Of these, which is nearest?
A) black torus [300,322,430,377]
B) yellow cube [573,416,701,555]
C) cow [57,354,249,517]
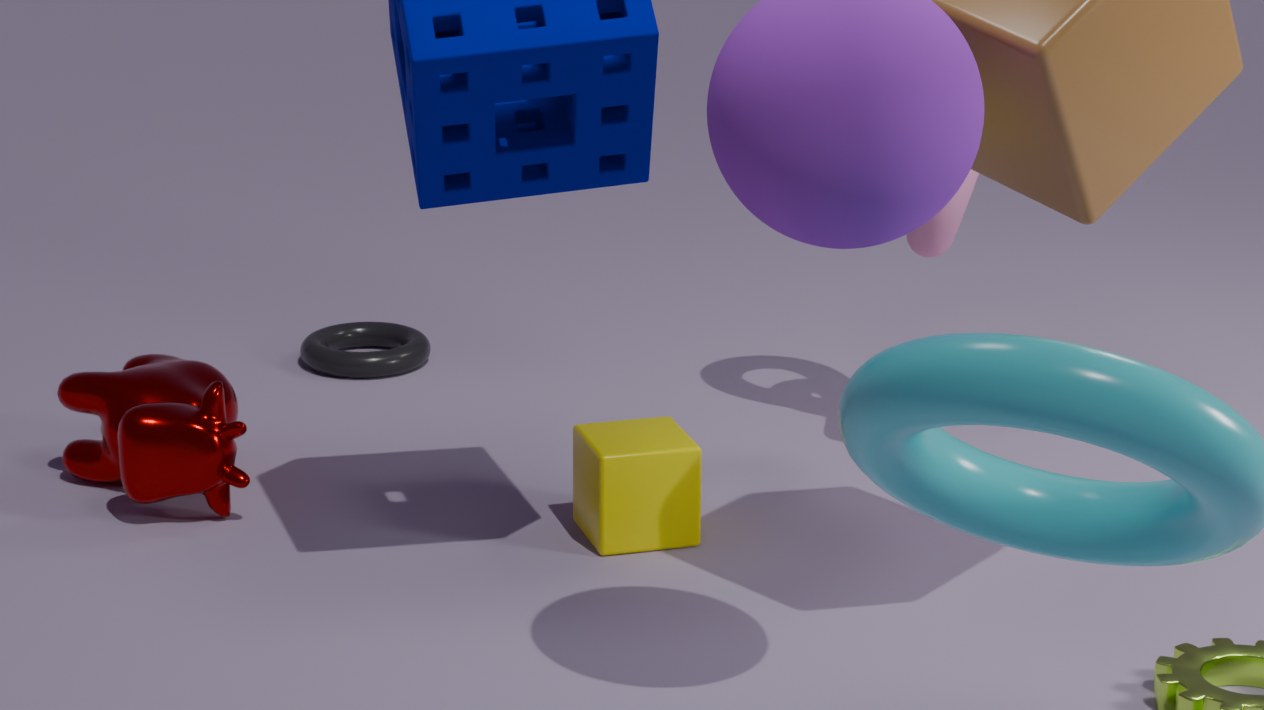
yellow cube [573,416,701,555]
